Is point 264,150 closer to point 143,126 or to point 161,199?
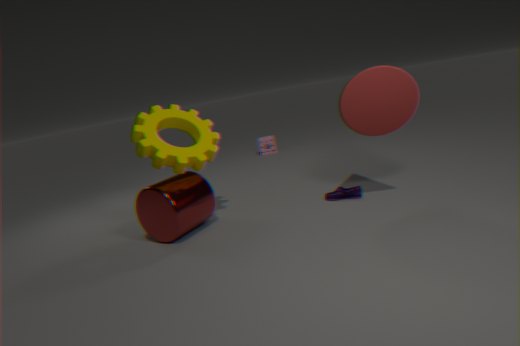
point 143,126
